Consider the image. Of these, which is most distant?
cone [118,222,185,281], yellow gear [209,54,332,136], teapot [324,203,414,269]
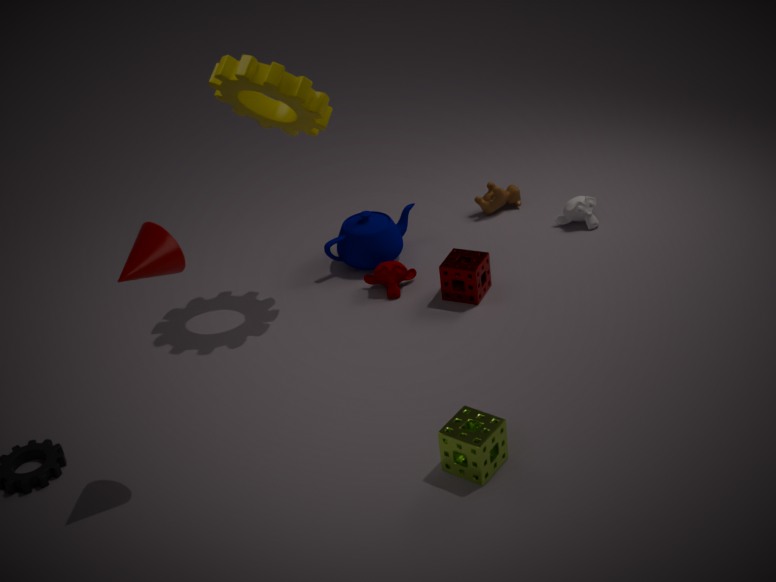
teapot [324,203,414,269]
